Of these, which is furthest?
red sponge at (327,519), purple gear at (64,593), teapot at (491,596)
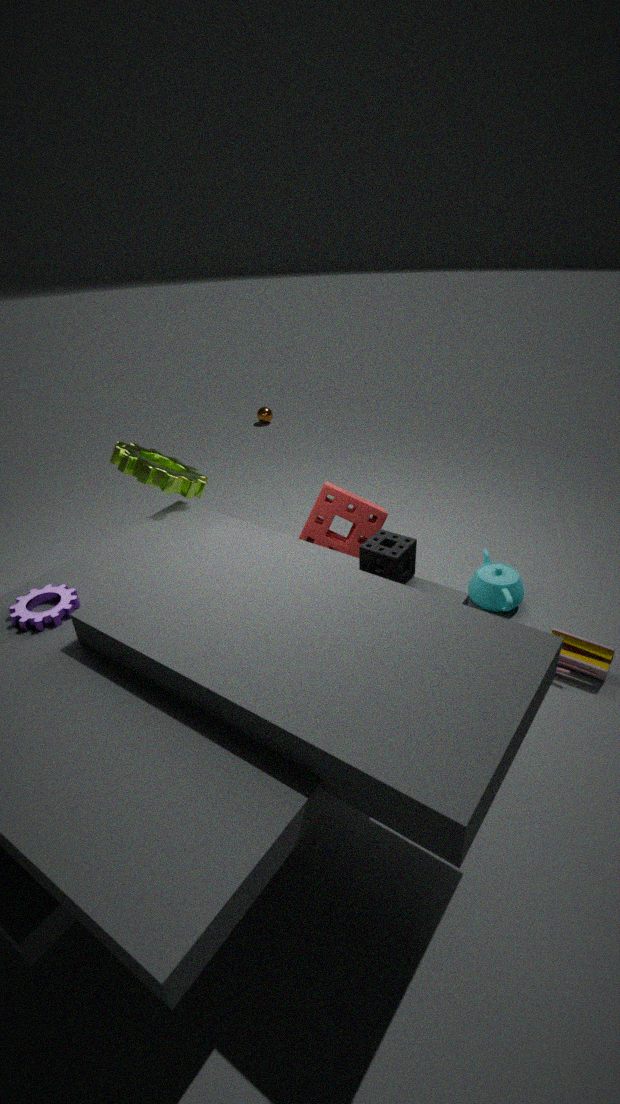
teapot at (491,596)
